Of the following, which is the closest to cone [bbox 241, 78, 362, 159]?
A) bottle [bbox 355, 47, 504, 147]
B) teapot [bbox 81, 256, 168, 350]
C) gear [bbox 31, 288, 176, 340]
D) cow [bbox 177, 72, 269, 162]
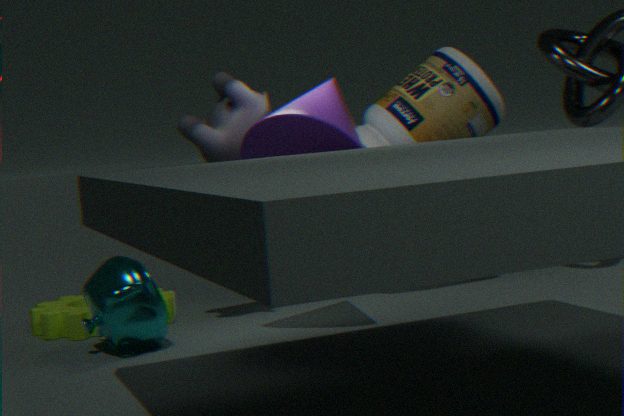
cow [bbox 177, 72, 269, 162]
